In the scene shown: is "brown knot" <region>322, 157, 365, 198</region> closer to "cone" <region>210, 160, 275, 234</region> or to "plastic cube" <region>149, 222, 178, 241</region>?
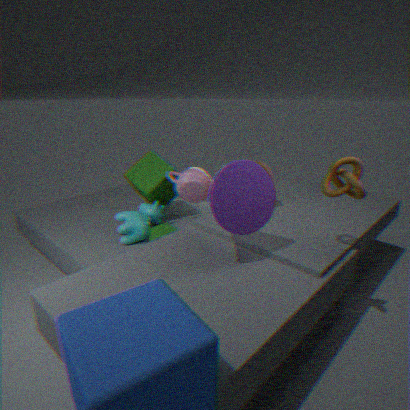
"cone" <region>210, 160, 275, 234</region>
